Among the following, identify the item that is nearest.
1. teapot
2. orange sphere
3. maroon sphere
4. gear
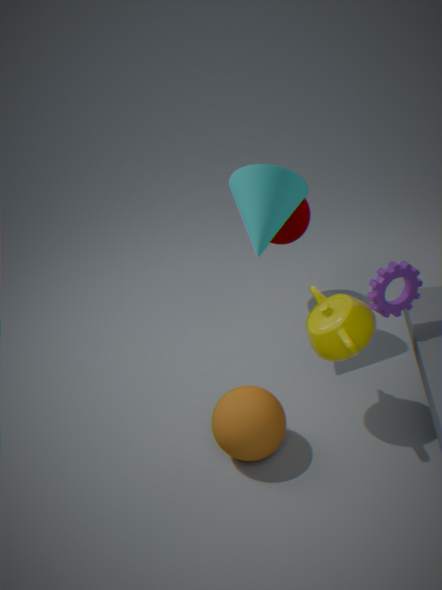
teapot
